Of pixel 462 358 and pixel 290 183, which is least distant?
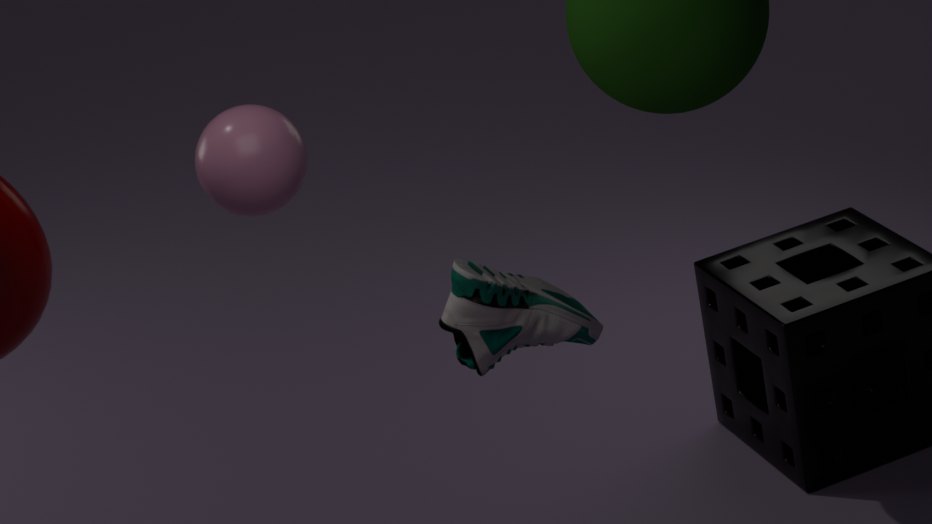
pixel 462 358
